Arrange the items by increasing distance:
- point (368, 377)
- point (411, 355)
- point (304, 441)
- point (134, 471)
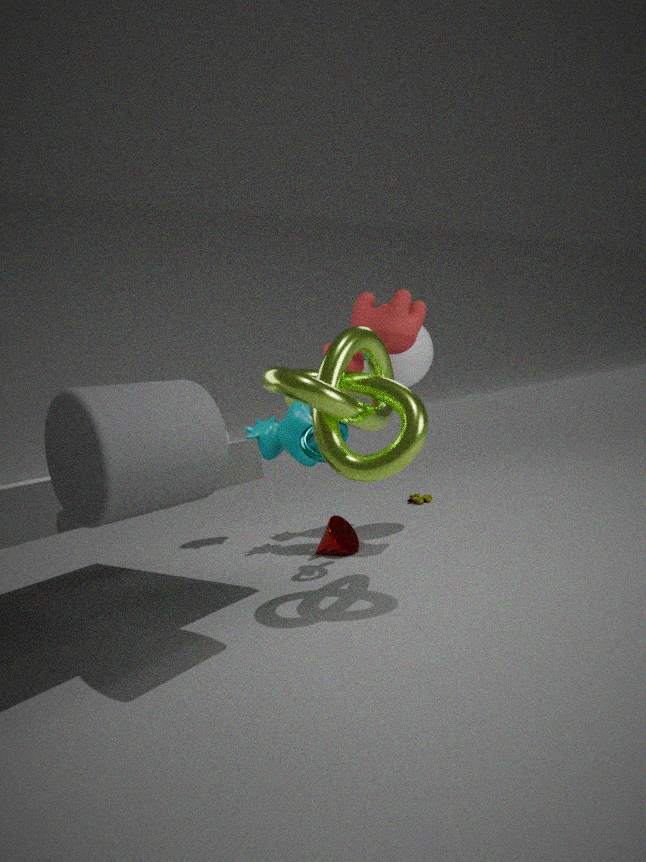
point (134, 471) < point (368, 377) < point (304, 441) < point (411, 355)
